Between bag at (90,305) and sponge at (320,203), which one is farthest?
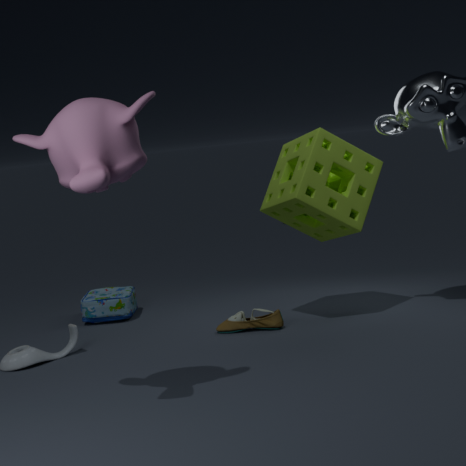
bag at (90,305)
